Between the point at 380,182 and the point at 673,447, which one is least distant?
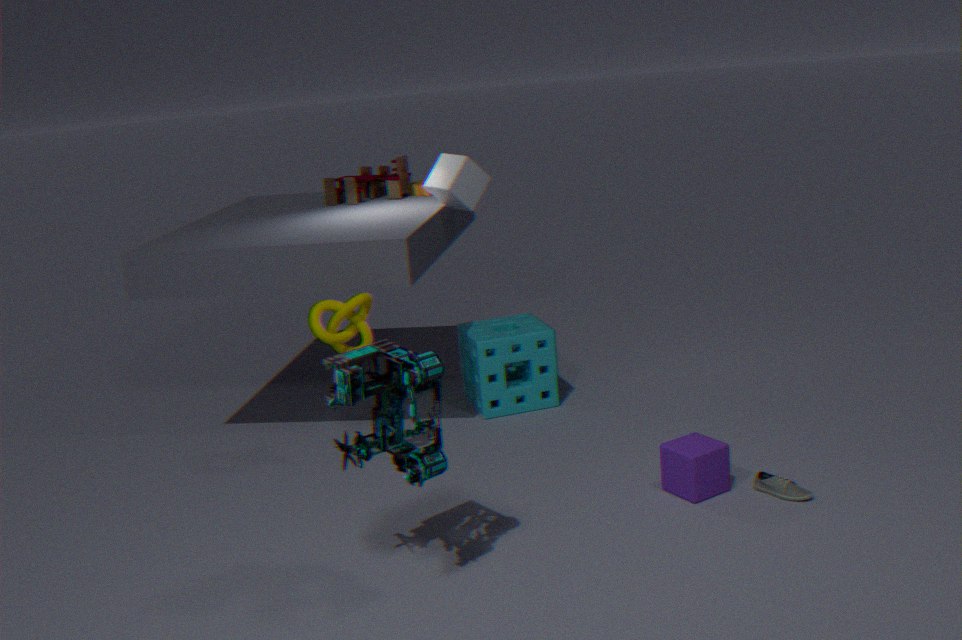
the point at 673,447
